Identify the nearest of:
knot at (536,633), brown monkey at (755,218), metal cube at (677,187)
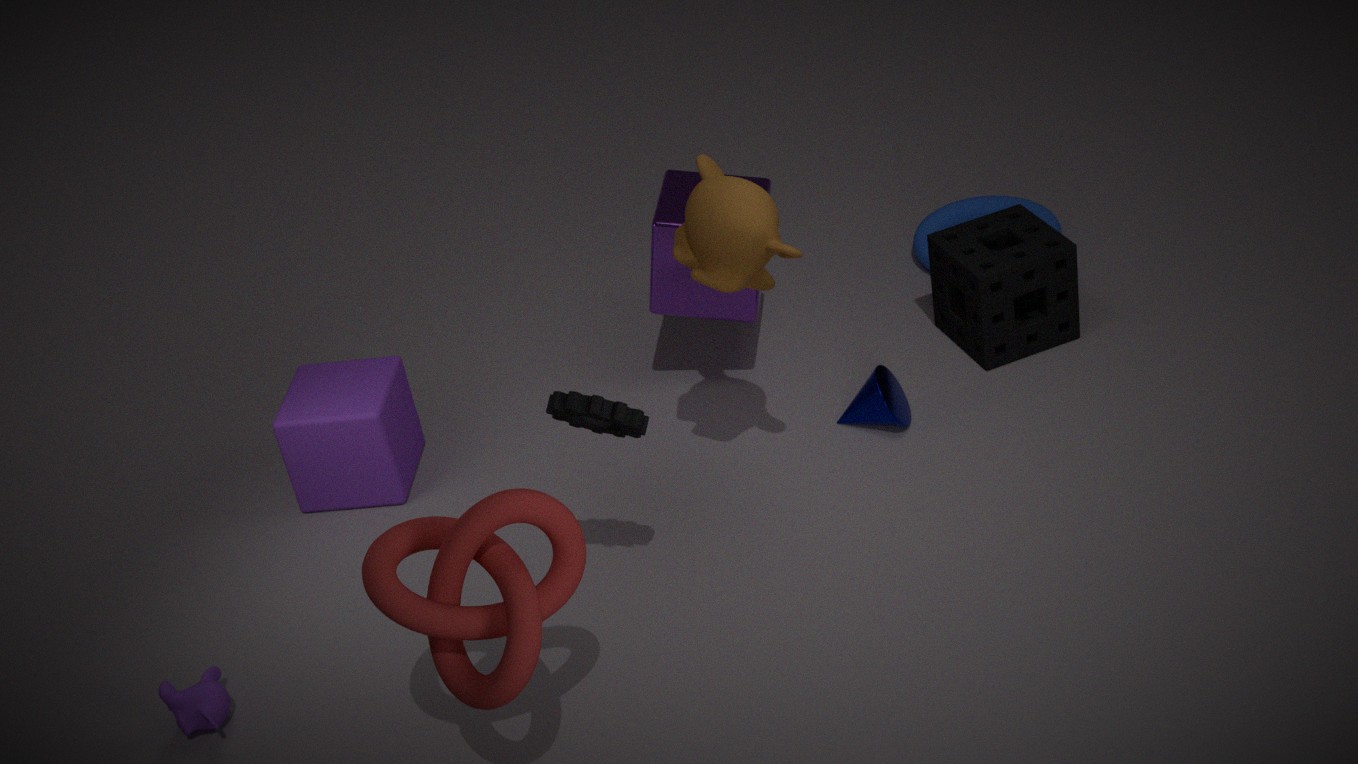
knot at (536,633)
